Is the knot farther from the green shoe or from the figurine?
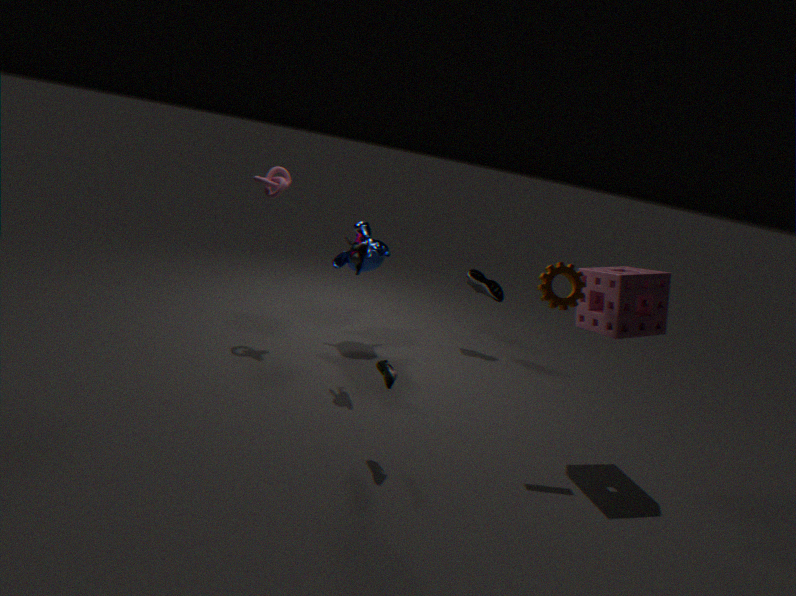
→ the green shoe
